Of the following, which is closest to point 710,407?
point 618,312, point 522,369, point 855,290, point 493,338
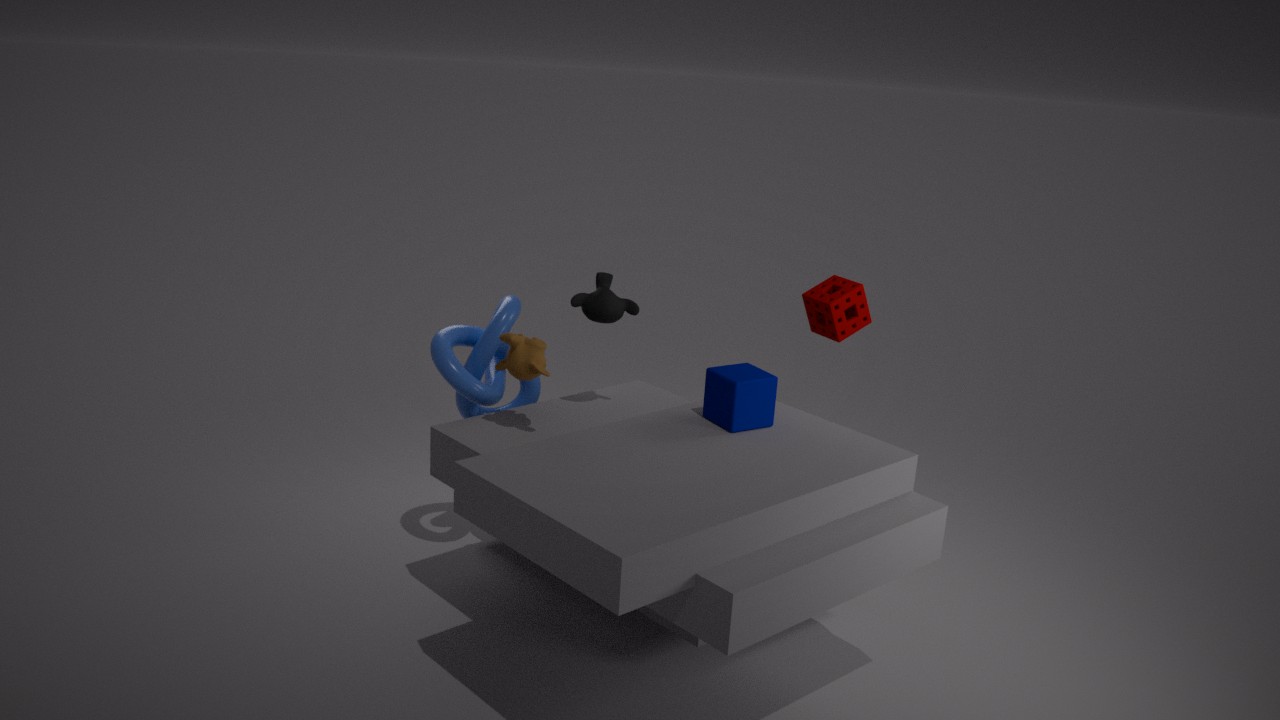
point 618,312
